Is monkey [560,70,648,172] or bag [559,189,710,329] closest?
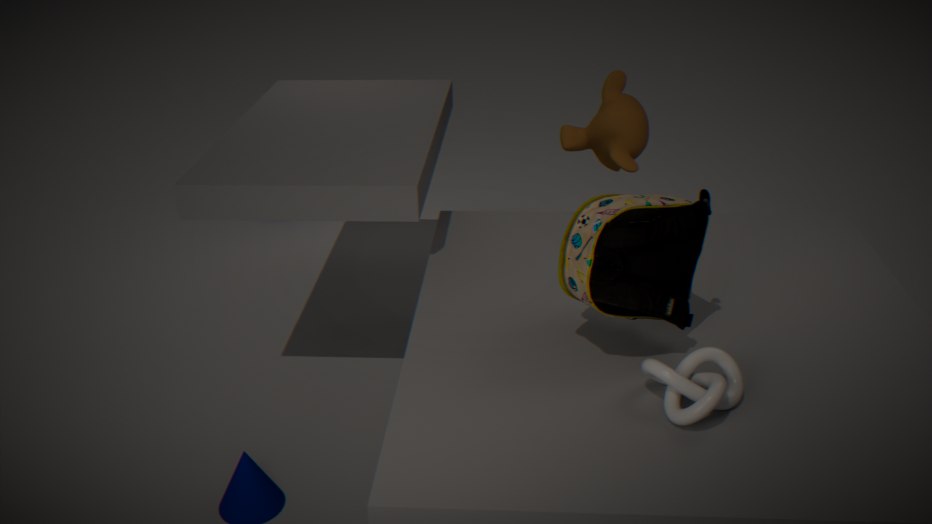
bag [559,189,710,329]
